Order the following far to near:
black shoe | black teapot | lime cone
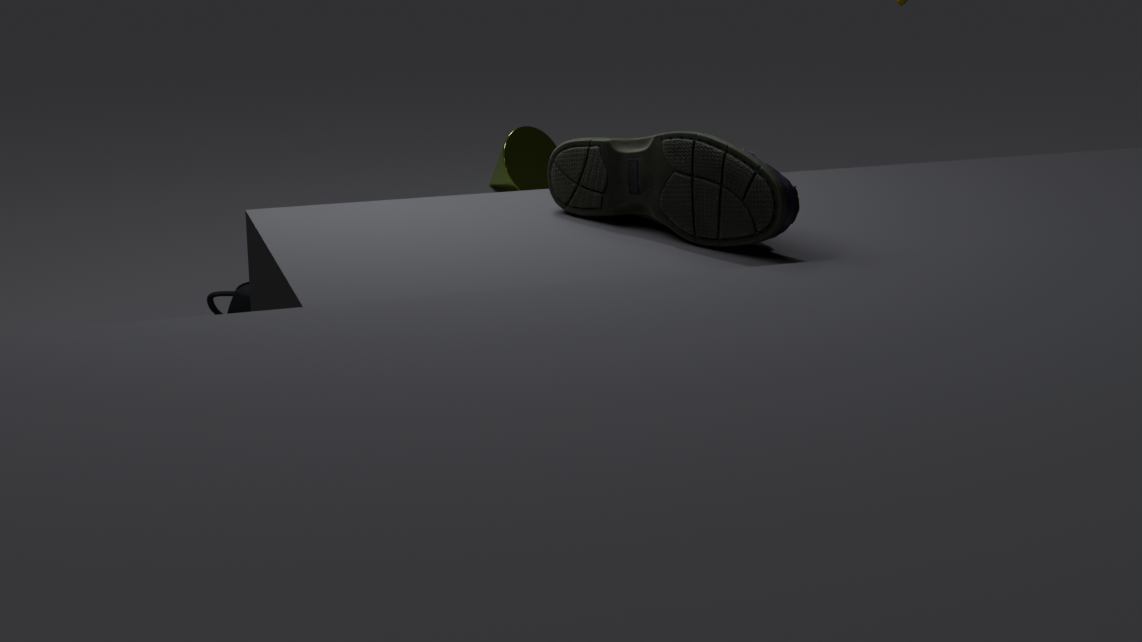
lime cone < black teapot < black shoe
